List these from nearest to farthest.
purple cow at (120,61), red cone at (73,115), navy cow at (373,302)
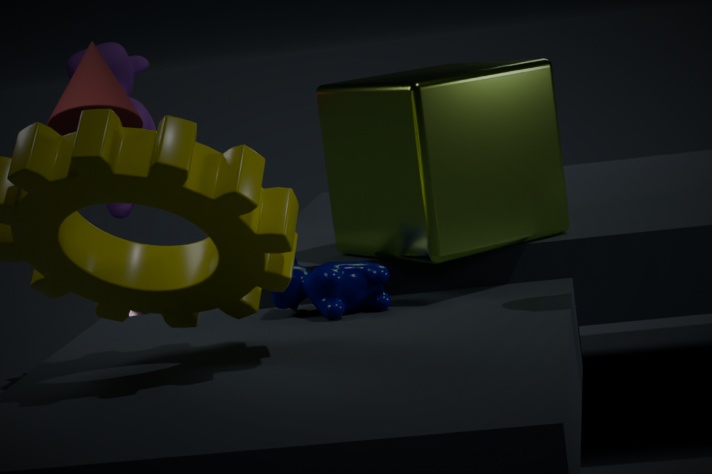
navy cow at (373,302) → red cone at (73,115) → purple cow at (120,61)
